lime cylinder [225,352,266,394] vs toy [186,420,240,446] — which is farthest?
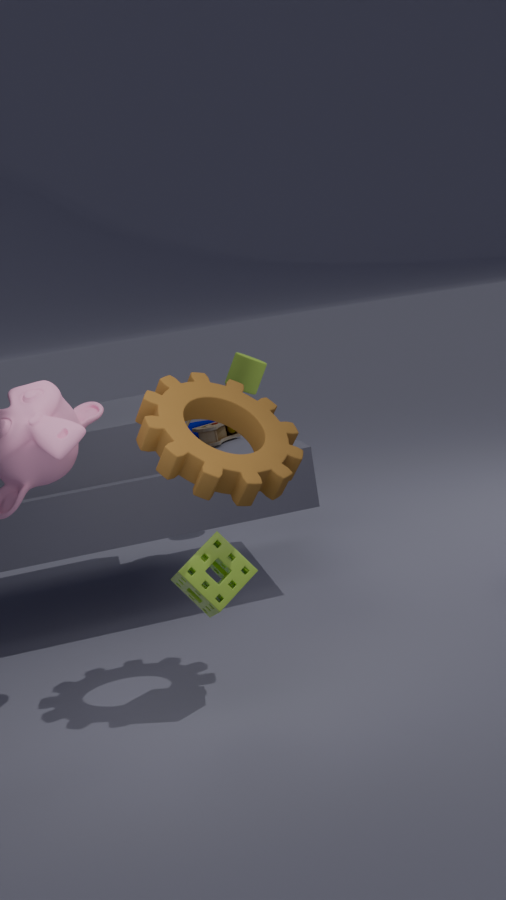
lime cylinder [225,352,266,394]
